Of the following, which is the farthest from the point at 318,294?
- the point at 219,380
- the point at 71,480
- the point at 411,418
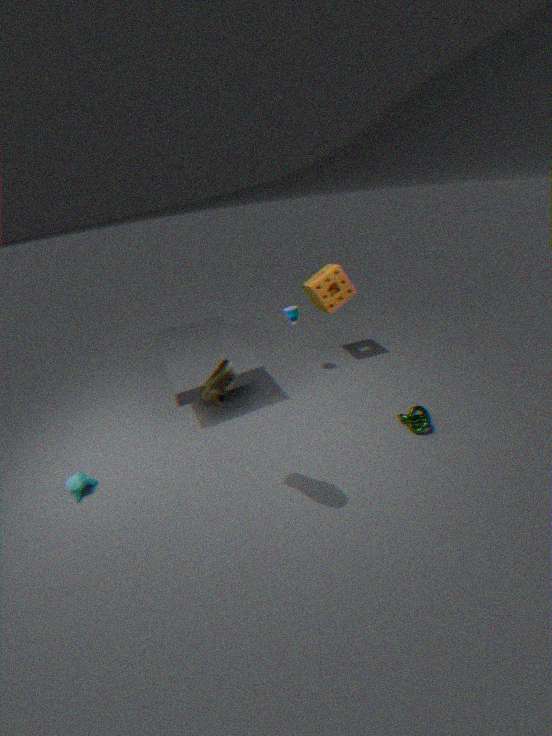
the point at 71,480
